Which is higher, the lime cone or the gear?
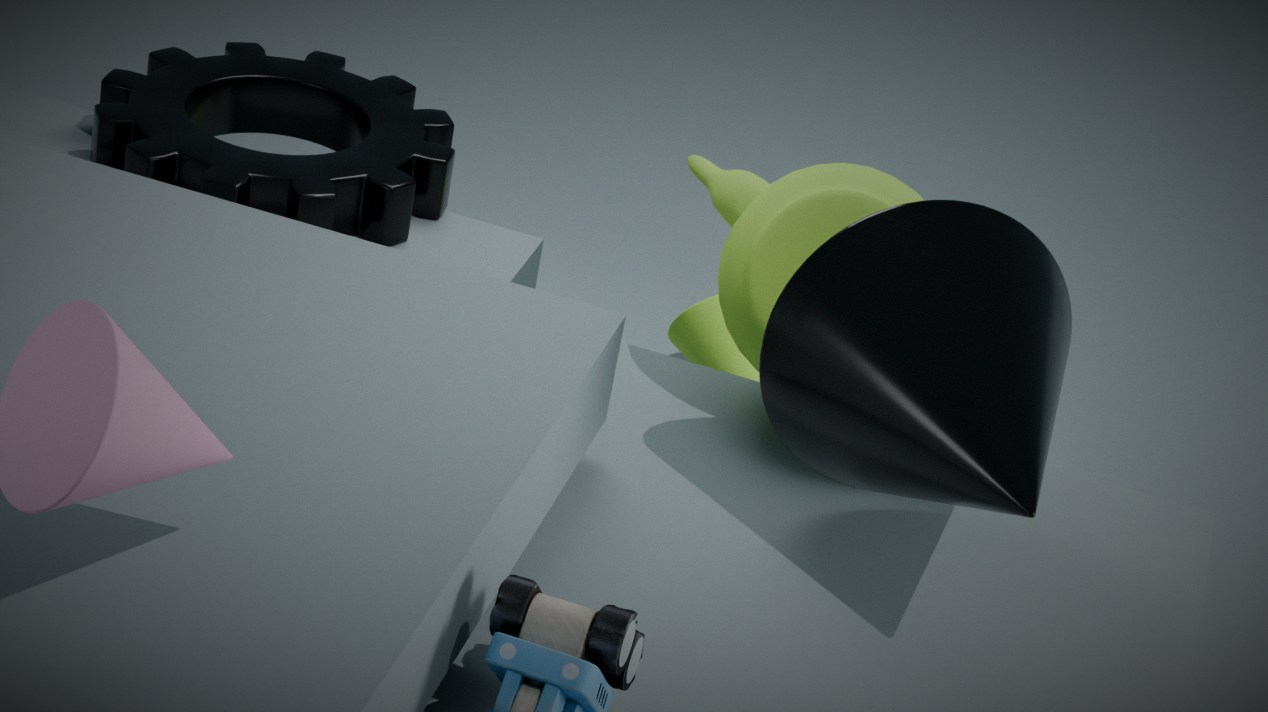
the gear
